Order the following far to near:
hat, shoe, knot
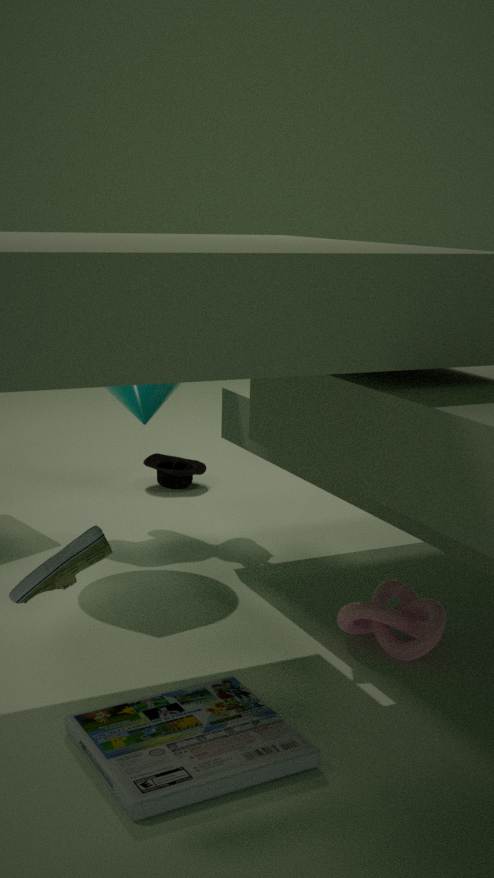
hat, knot, shoe
